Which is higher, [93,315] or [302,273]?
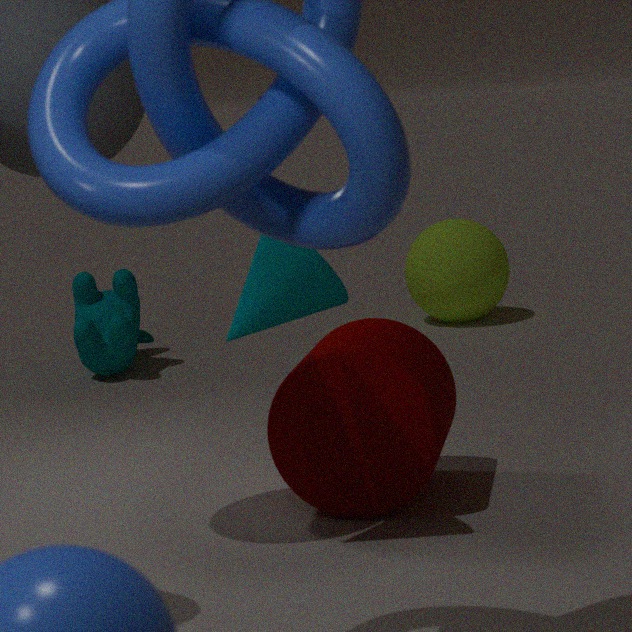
[302,273]
